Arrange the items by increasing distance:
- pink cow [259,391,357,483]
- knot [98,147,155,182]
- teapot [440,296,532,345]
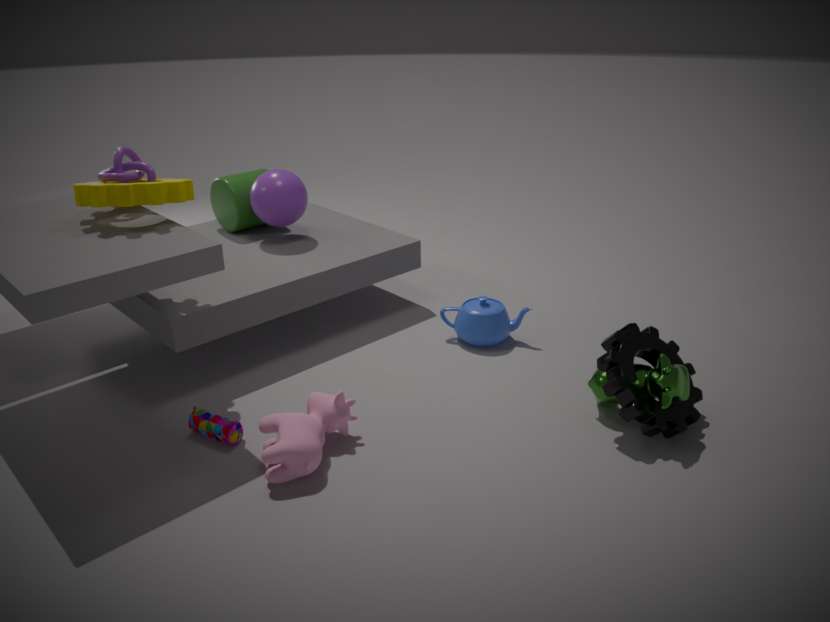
pink cow [259,391,357,483] < knot [98,147,155,182] < teapot [440,296,532,345]
